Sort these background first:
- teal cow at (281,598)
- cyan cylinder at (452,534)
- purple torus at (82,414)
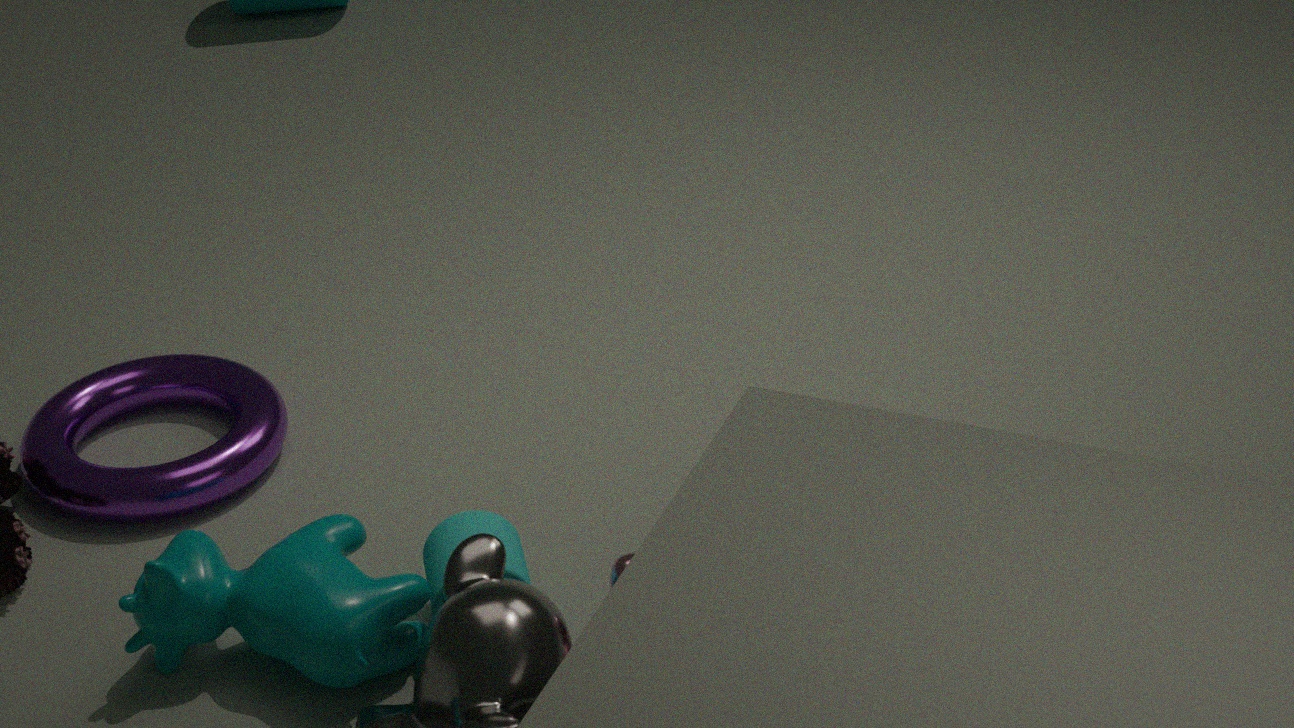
purple torus at (82,414), cyan cylinder at (452,534), teal cow at (281,598)
